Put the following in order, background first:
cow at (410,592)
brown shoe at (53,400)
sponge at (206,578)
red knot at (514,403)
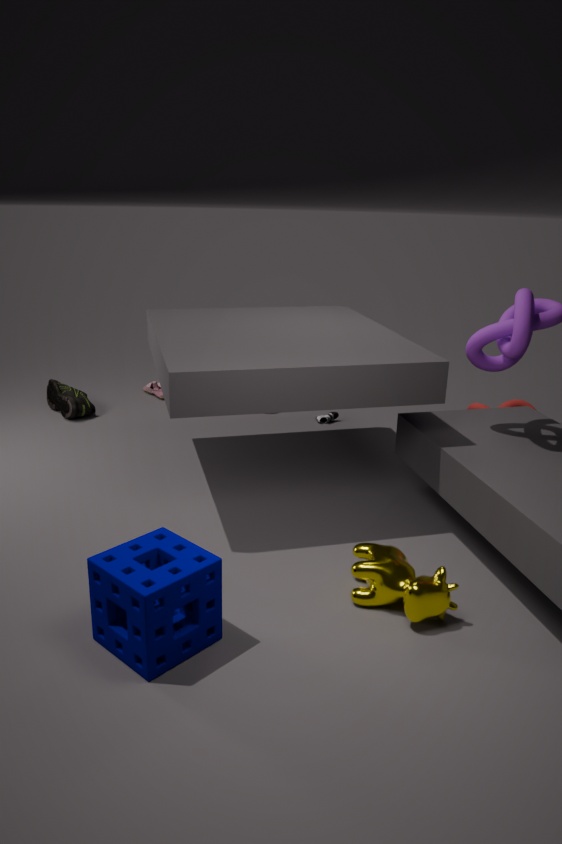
brown shoe at (53,400)
red knot at (514,403)
cow at (410,592)
sponge at (206,578)
